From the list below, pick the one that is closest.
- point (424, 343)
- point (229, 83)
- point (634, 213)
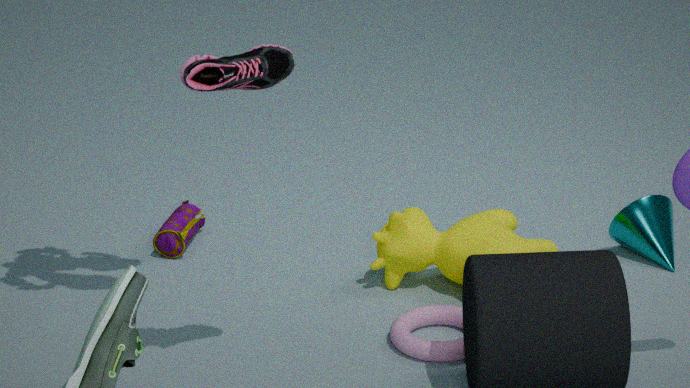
point (229, 83)
